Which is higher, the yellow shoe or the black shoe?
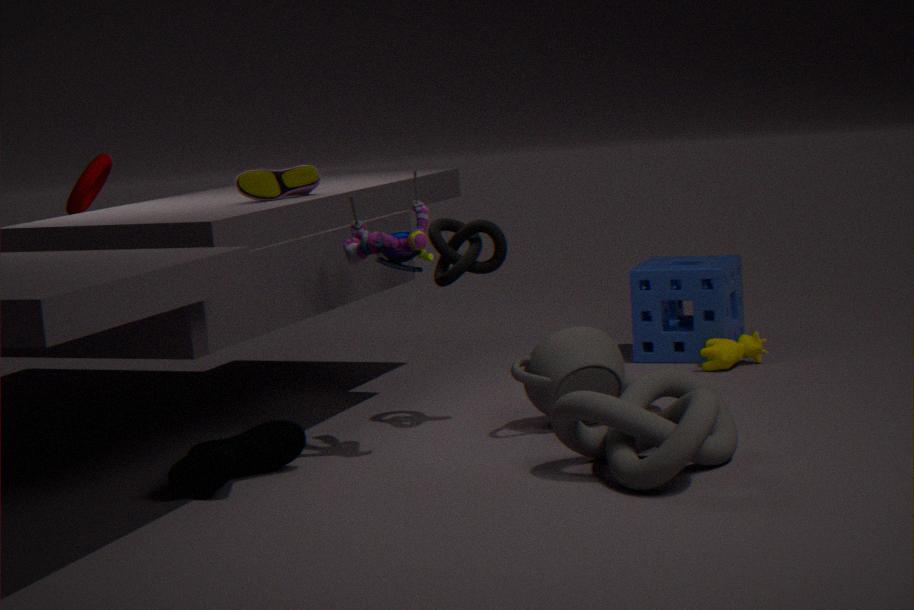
the yellow shoe
